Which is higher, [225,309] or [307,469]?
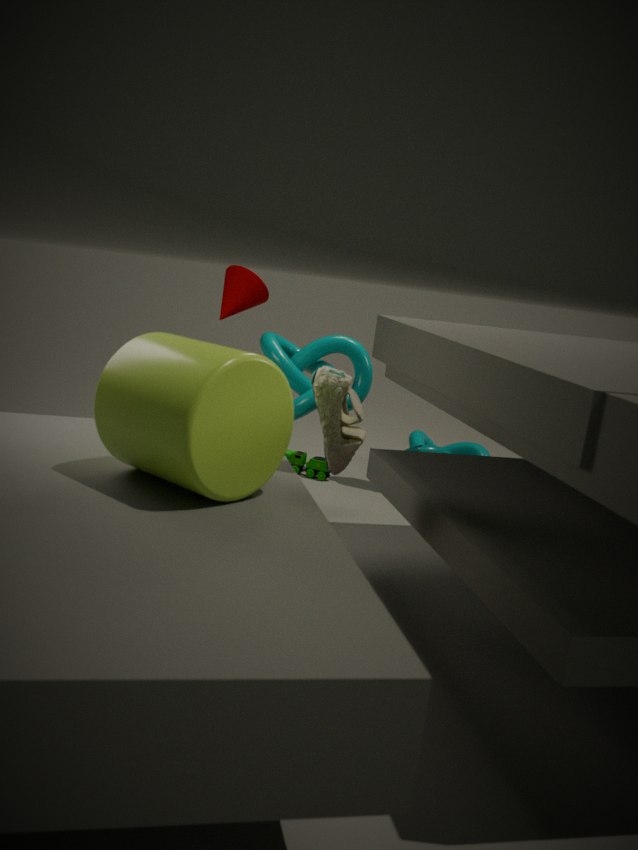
[225,309]
